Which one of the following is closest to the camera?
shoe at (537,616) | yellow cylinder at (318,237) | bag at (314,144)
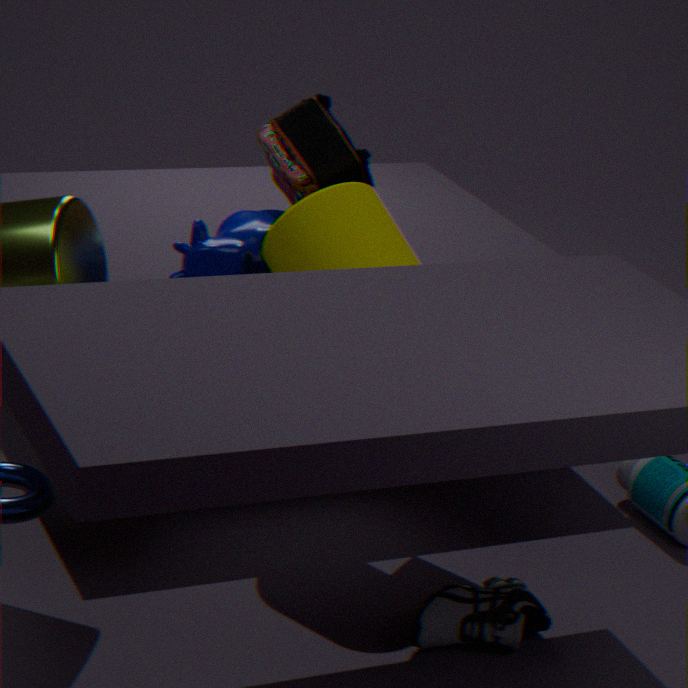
shoe at (537,616)
